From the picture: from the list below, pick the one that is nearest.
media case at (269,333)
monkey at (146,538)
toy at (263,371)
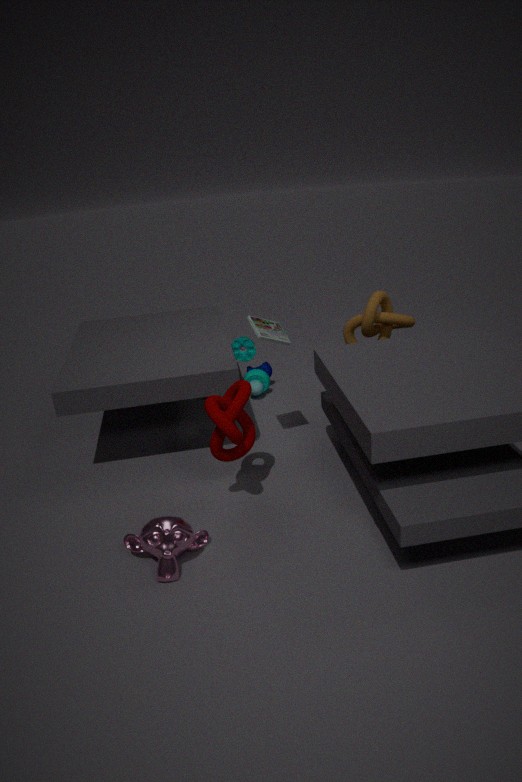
monkey at (146,538)
